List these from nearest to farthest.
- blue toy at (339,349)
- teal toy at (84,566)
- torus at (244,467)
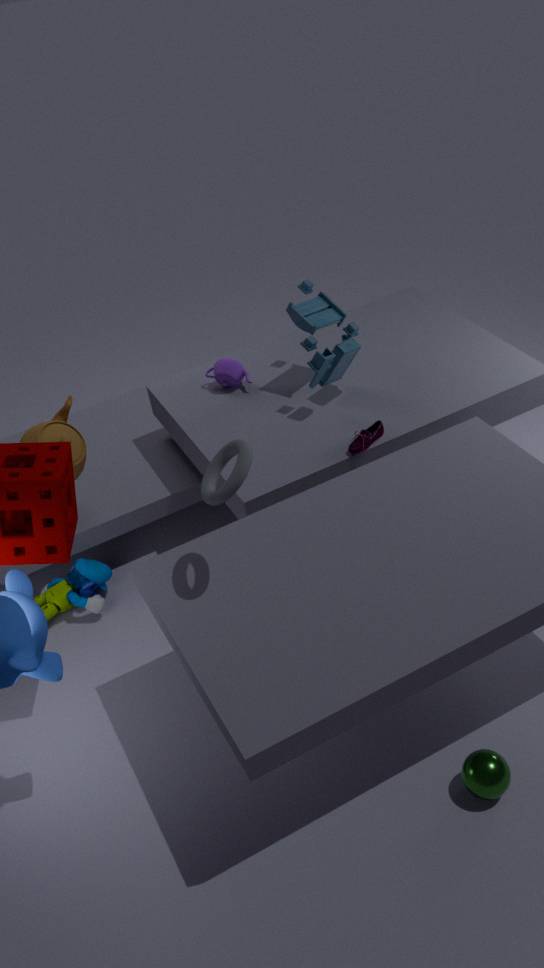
torus at (244,467)
blue toy at (339,349)
teal toy at (84,566)
